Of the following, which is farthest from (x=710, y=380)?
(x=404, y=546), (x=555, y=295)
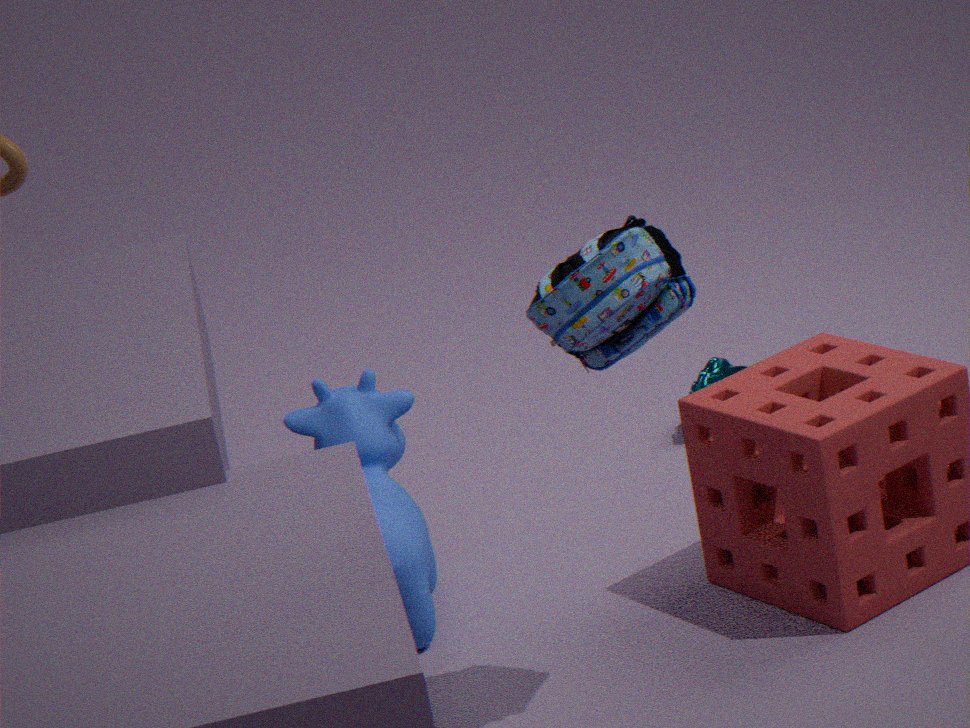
(x=555, y=295)
